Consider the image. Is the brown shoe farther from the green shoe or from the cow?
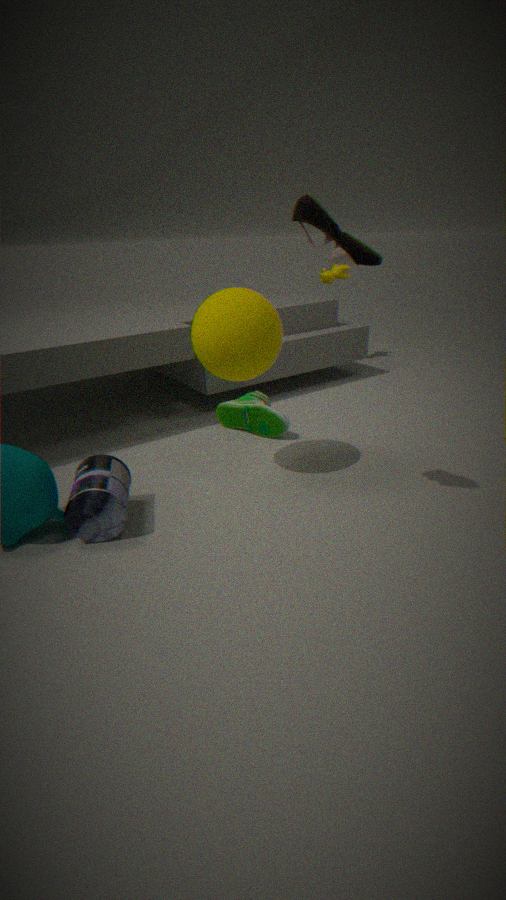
the cow
